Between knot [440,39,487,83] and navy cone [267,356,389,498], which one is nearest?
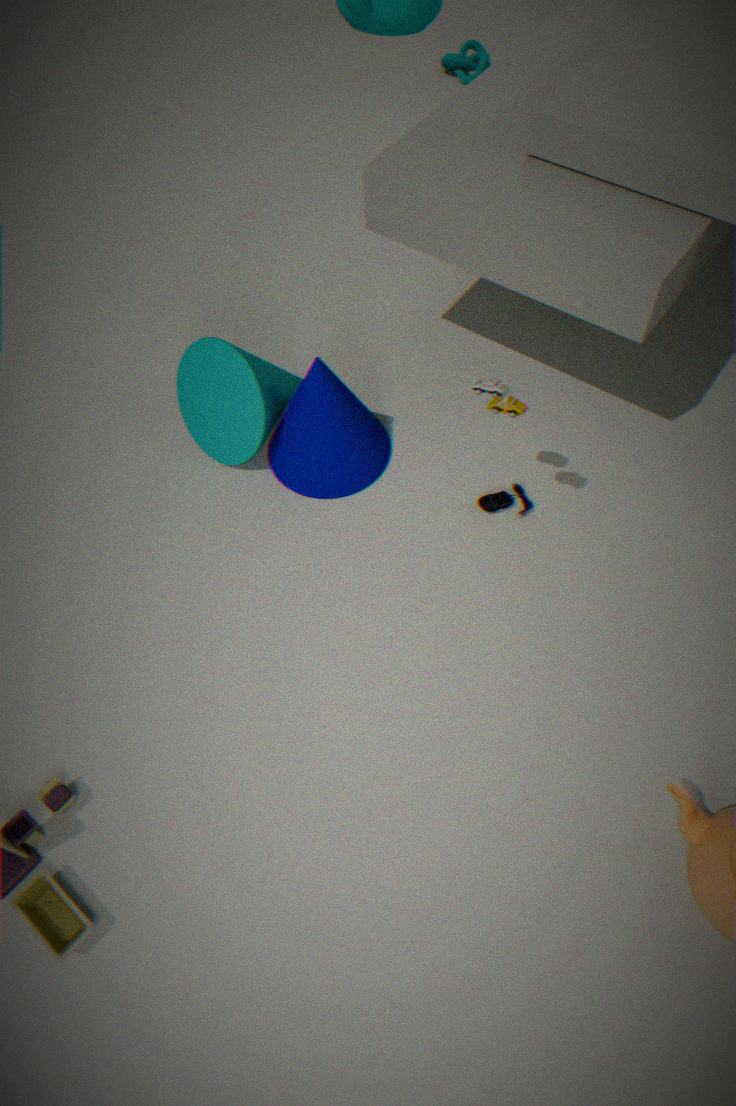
navy cone [267,356,389,498]
